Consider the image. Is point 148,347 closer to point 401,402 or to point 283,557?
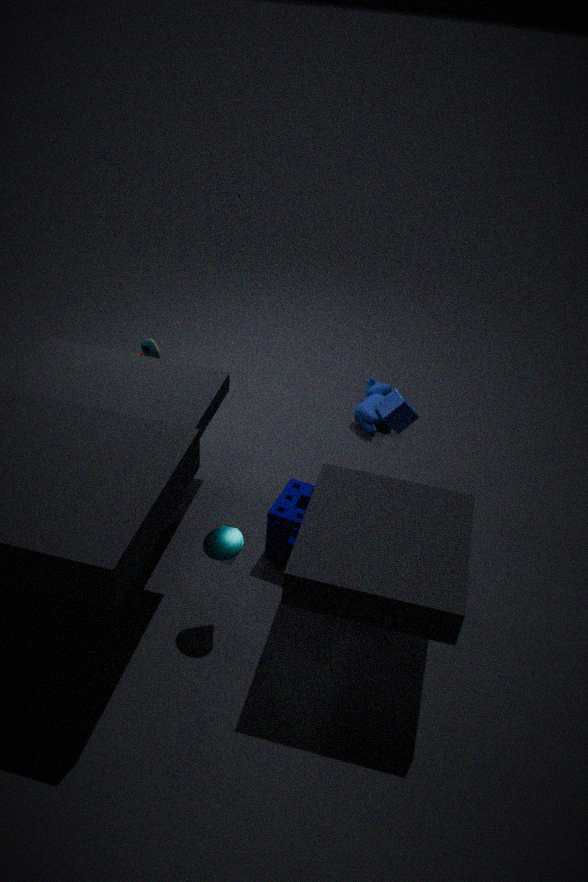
point 283,557
